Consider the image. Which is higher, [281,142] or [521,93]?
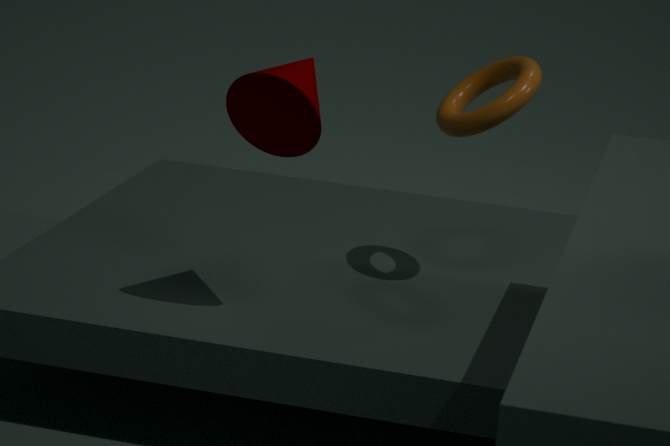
[281,142]
